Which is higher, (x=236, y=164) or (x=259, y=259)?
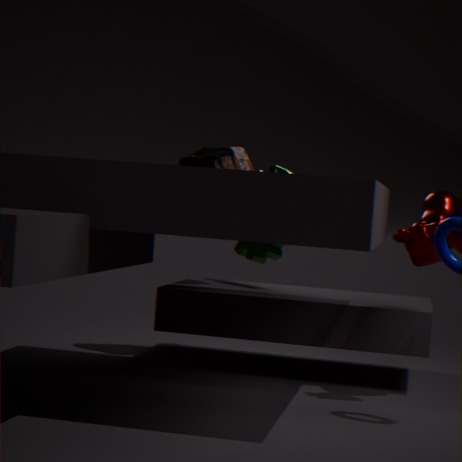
(x=236, y=164)
